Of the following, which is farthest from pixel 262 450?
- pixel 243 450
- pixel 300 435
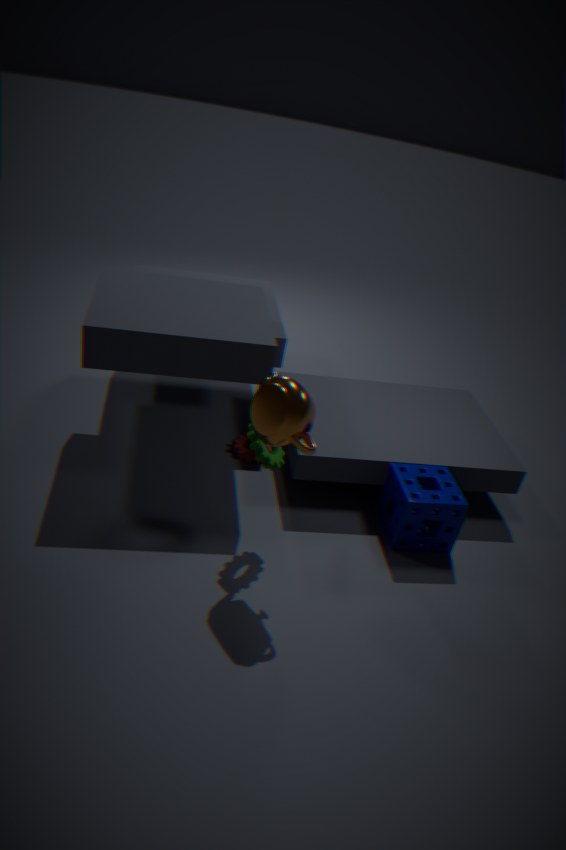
pixel 243 450
